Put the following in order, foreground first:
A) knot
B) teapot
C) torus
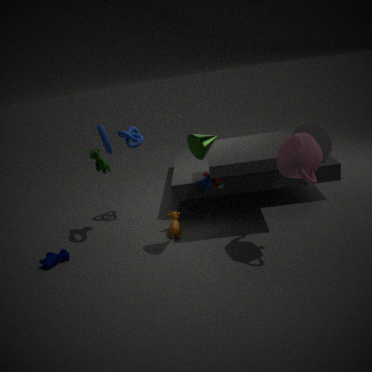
teapot
torus
knot
